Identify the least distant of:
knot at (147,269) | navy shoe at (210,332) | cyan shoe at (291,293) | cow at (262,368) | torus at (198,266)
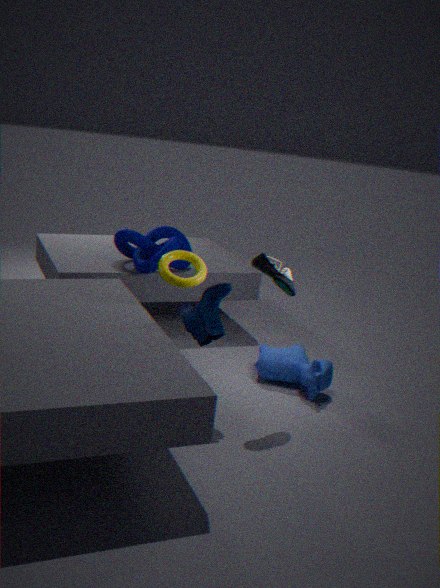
navy shoe at (210,332)
